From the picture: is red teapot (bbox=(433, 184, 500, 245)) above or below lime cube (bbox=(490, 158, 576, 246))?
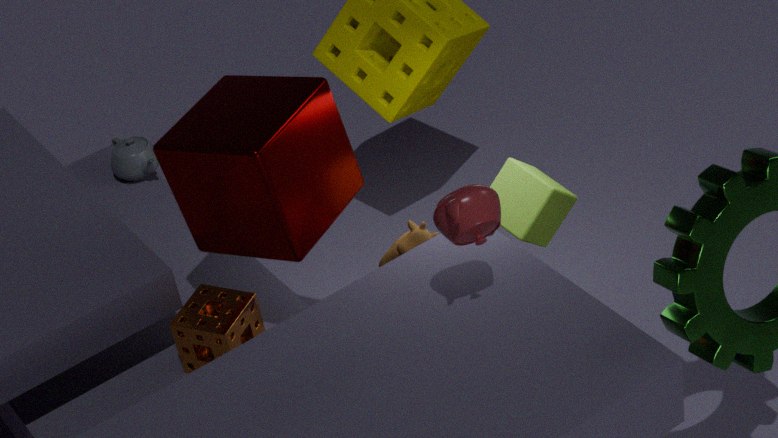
above
